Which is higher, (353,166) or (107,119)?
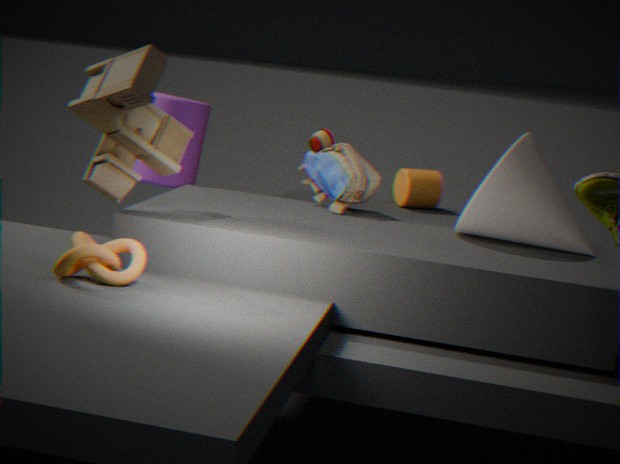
(107,119)
